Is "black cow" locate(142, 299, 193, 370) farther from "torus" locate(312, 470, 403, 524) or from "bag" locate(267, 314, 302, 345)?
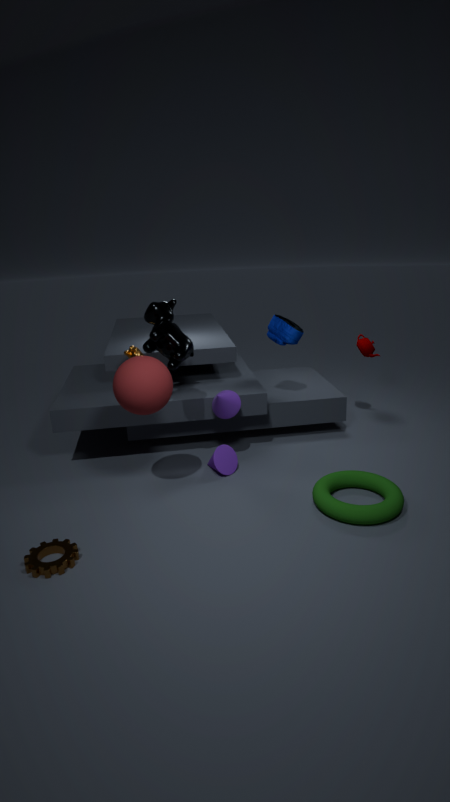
"torus" locate(312, 470, 403, 524)
